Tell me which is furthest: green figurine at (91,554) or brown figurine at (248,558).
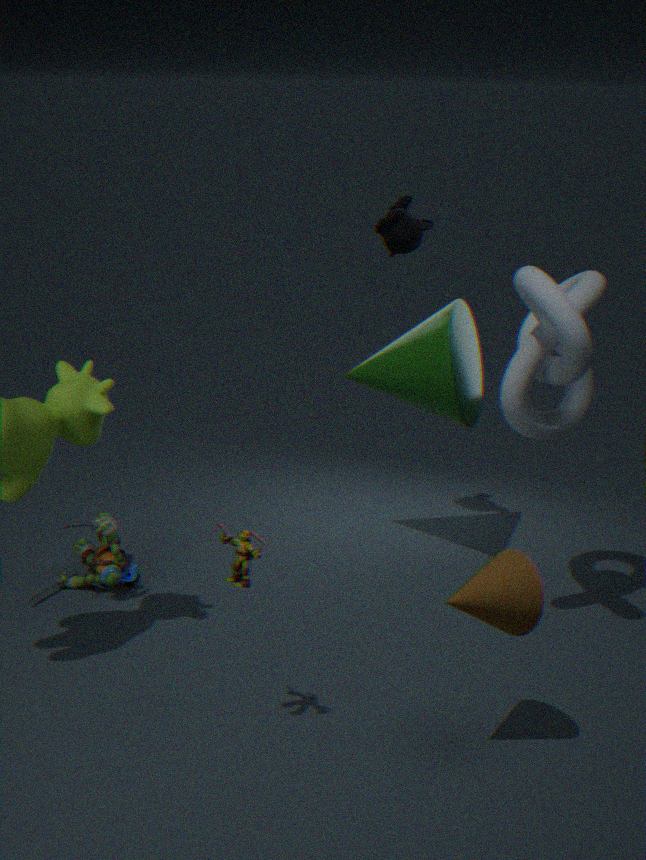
green figurine at (91,554)
